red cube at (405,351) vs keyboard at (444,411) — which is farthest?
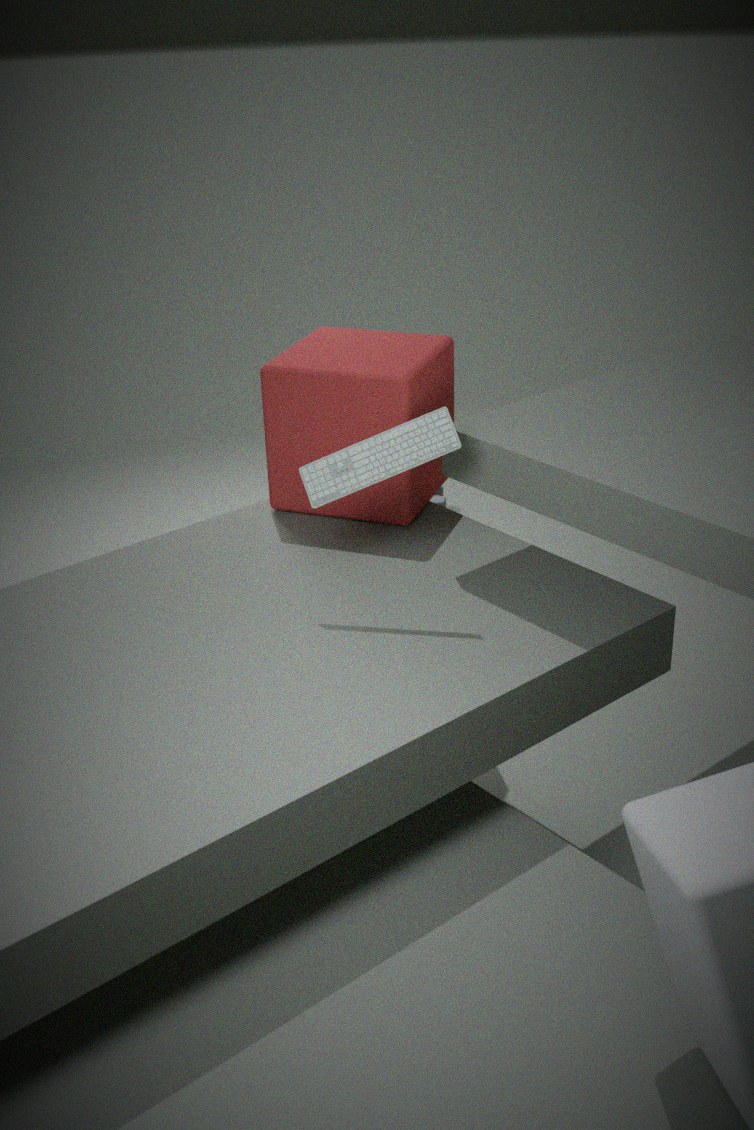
red cube at (405,351)
